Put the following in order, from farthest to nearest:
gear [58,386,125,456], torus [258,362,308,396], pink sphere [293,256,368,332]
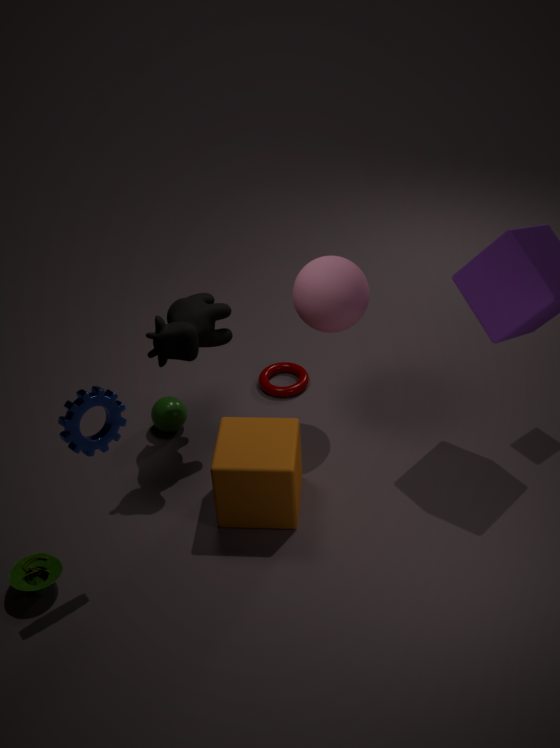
torus [258,362,308,396], pink sphere [293,256,368,332], gear [58,386,125,456]
